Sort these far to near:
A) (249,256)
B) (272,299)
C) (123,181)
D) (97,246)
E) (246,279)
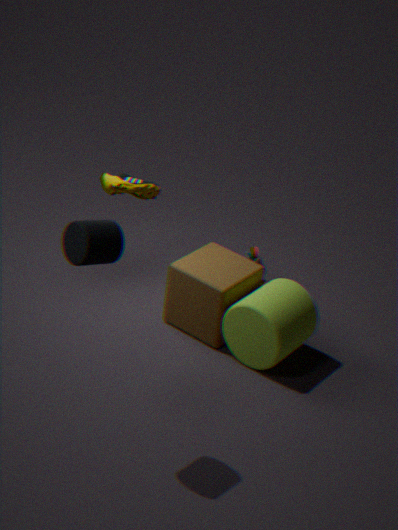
(249,256) < (123,181) < (246,279) < (272,299) < (97,246)
